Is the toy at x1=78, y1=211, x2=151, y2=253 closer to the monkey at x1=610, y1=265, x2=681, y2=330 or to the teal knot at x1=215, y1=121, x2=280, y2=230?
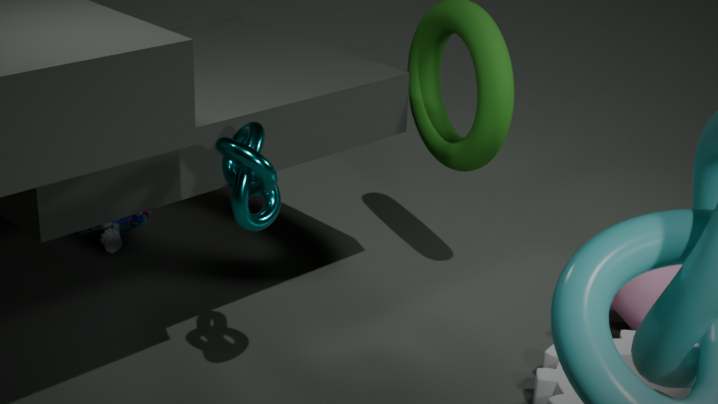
the teal knot at x1=215, y1=121, x2=280, y2=230
